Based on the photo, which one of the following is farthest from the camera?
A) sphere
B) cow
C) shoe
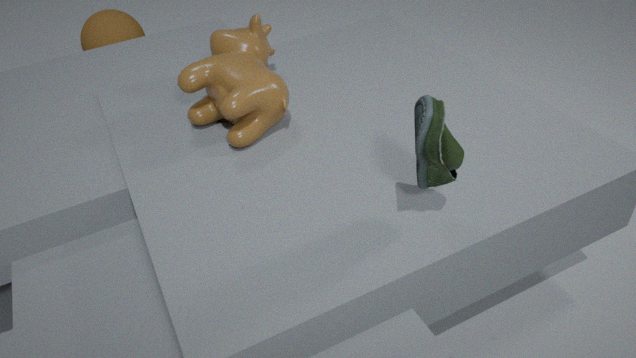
sphere
